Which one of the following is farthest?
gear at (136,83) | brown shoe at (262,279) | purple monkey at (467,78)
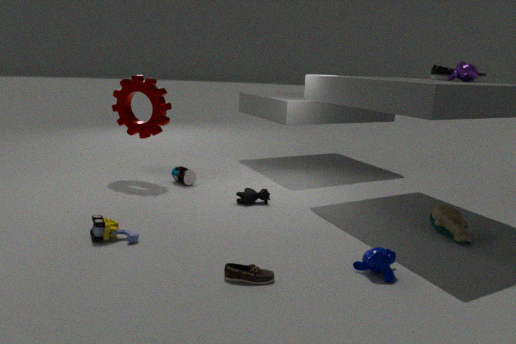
gear at (136,83)
